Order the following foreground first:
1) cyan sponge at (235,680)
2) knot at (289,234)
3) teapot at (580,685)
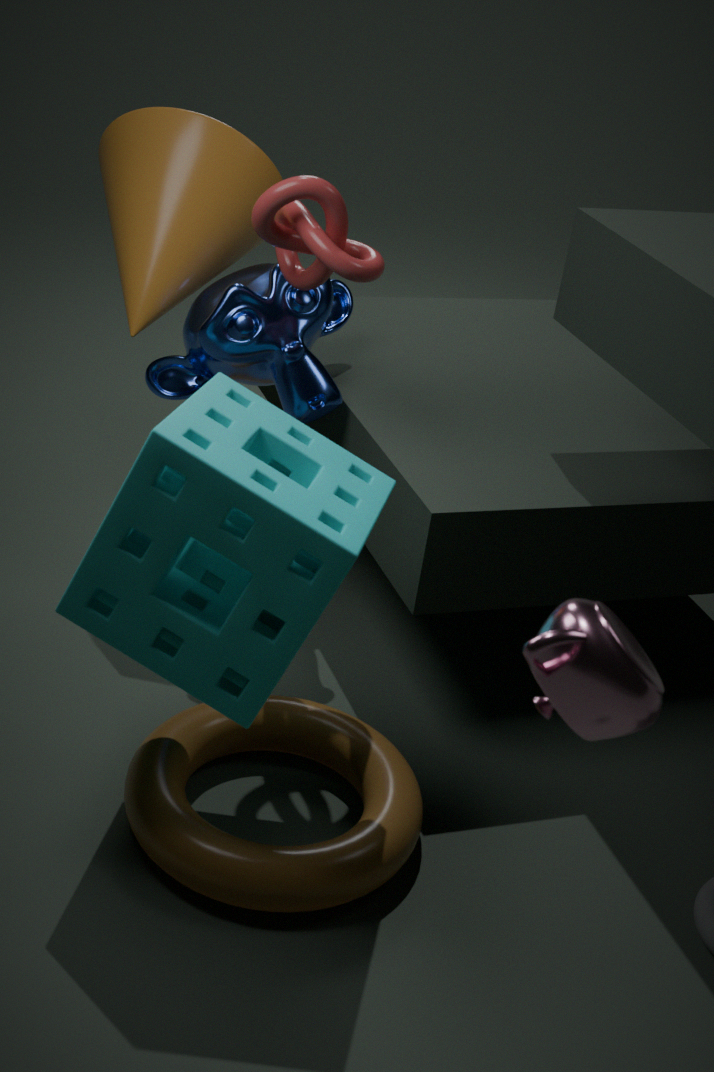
3. teapot at (580,685) < 1. cyan sponge at (235,680) < 2. knot at (289,234)
